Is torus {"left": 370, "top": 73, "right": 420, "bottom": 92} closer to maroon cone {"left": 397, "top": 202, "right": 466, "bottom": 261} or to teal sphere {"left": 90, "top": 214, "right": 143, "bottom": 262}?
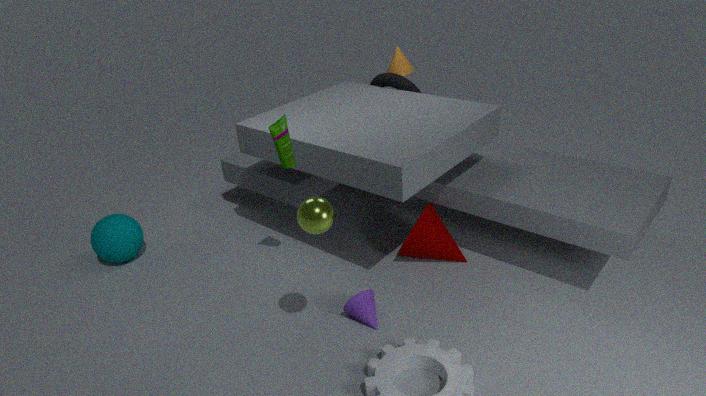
maroon cone {"left": 397, "top": 202, "right": 466, "bottom": 261}
